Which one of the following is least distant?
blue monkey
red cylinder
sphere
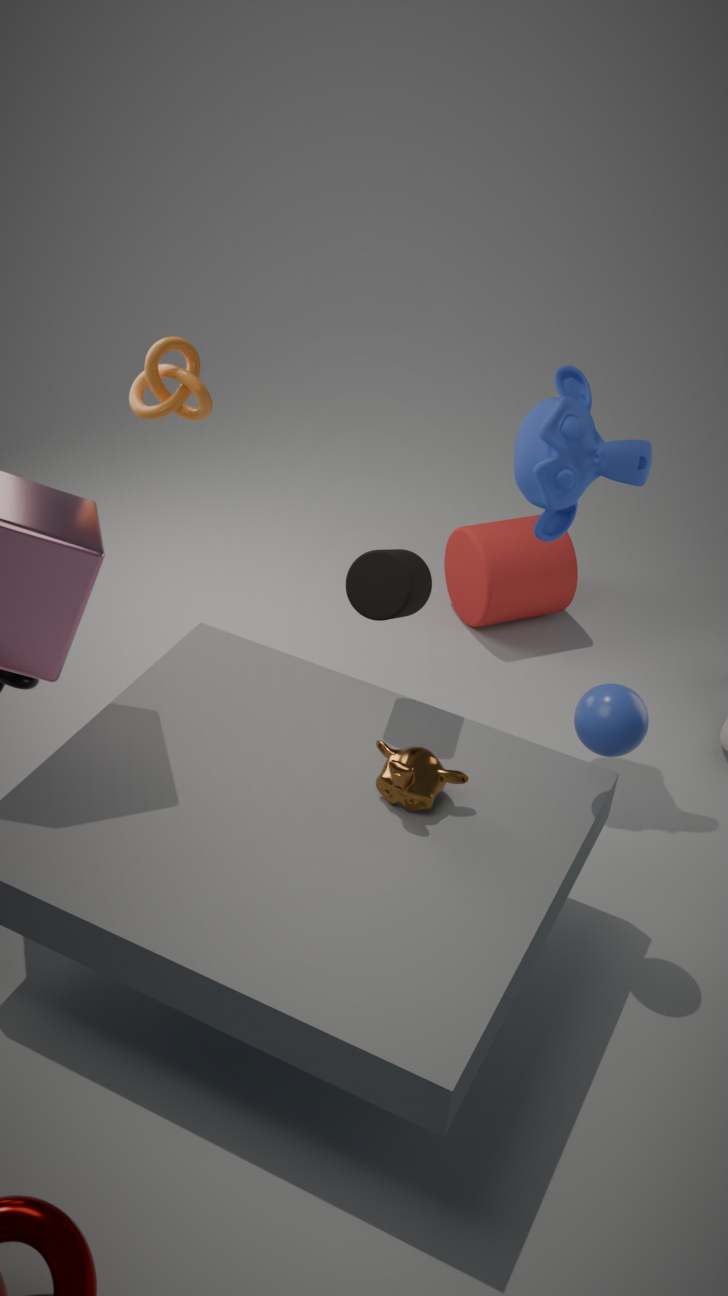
sphere
